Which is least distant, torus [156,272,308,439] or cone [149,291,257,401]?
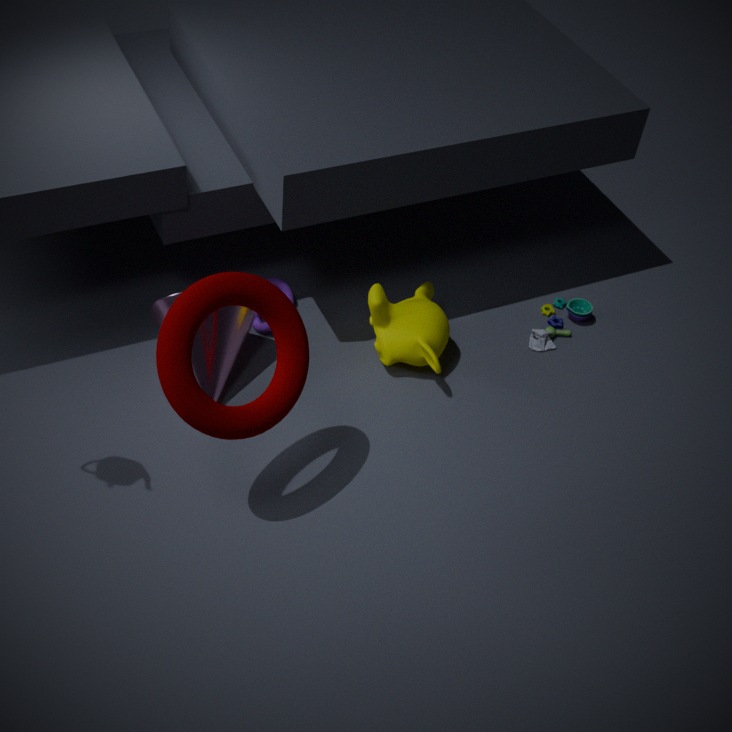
torus [156,272,308,439]
